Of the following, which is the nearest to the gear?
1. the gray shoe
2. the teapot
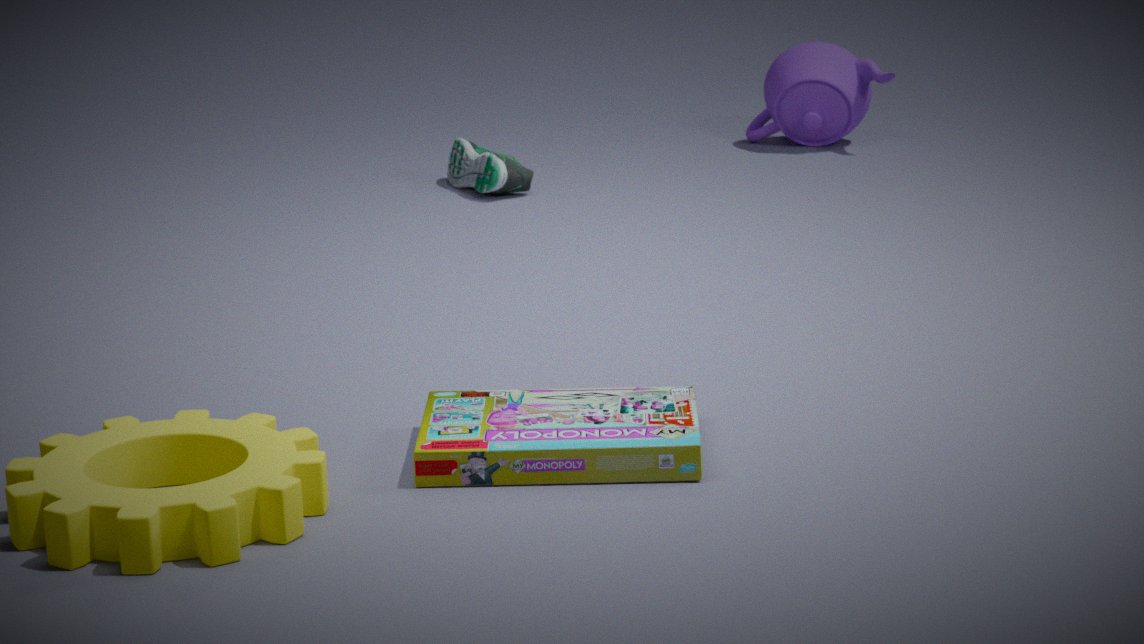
the gray shoe
